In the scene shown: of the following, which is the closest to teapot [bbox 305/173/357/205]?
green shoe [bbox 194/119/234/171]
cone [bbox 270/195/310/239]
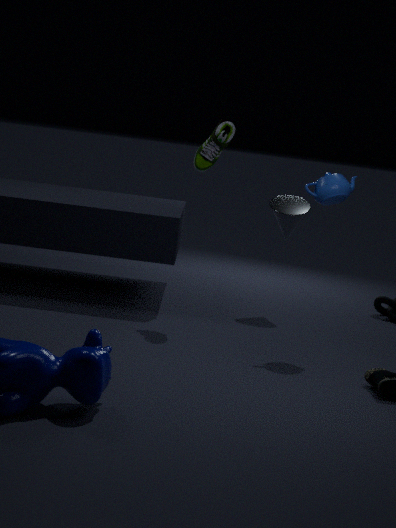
green shoe [bbox 194/119/234/171]
